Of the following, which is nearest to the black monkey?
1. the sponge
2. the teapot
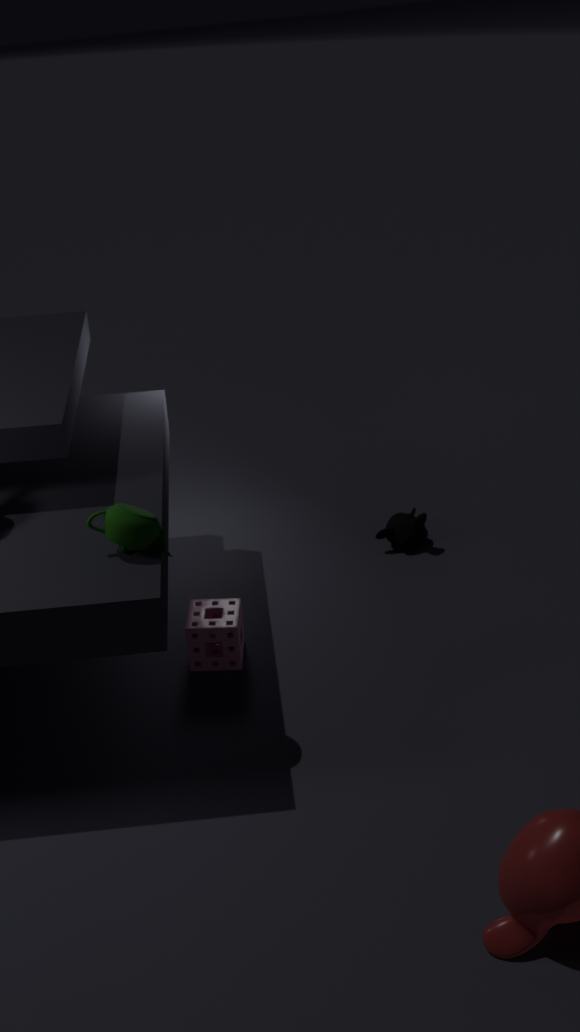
the sponge
